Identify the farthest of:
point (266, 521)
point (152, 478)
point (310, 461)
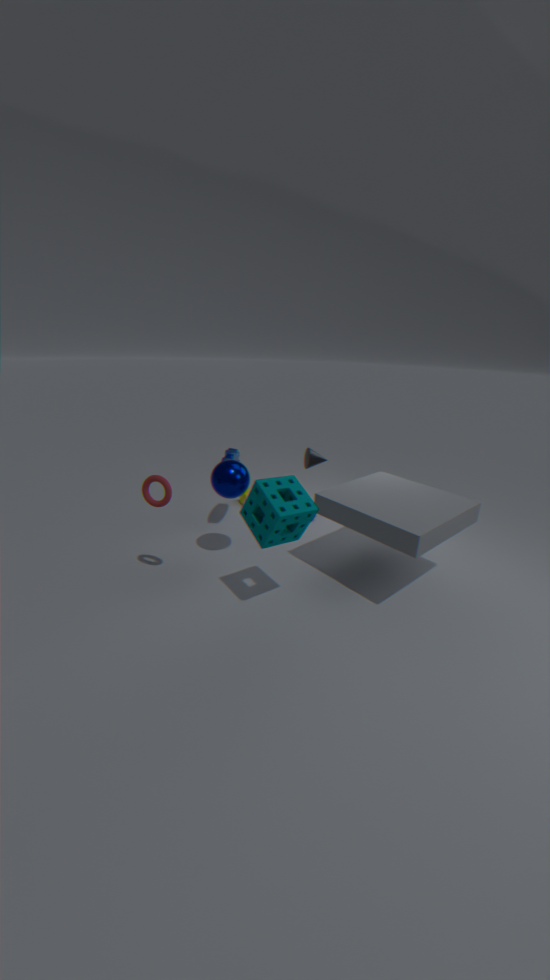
point (310, 461)
